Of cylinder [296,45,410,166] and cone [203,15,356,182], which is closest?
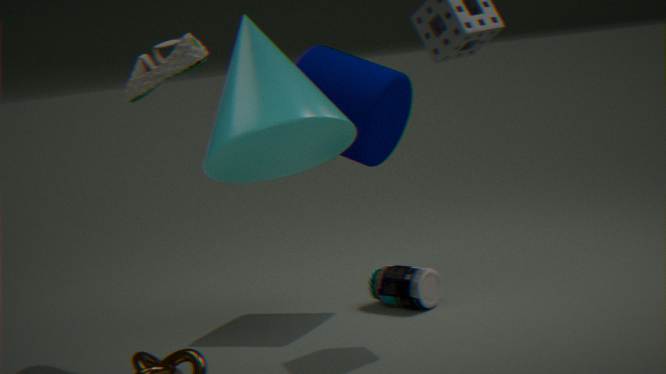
cone [203,15,356,182]
